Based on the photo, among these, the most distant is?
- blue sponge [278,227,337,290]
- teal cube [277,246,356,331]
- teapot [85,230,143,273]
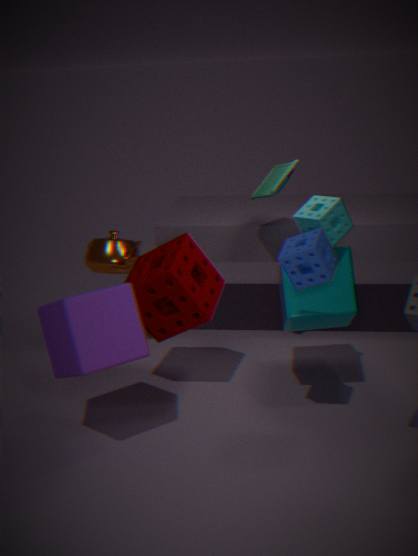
teapot [85,230,143,273]
